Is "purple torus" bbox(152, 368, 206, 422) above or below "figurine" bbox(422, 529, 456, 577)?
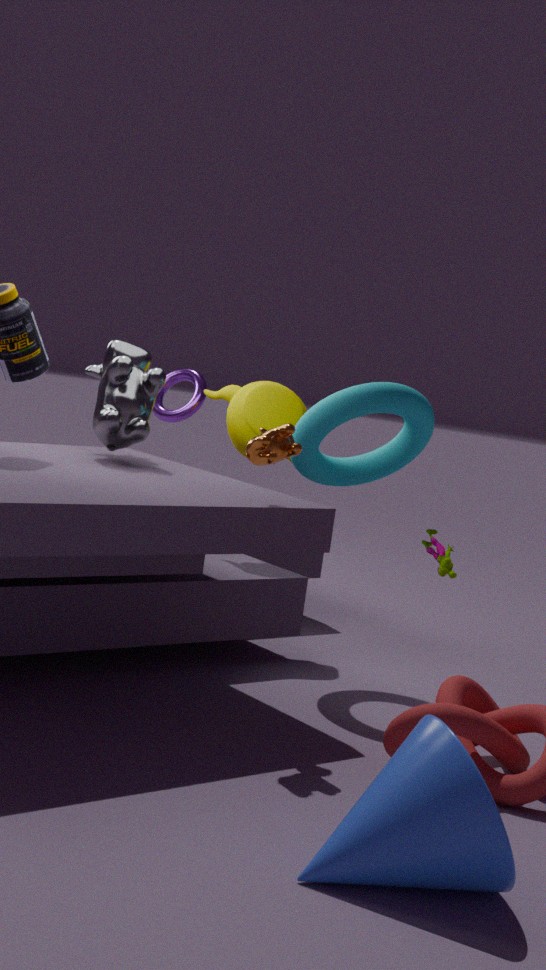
above
